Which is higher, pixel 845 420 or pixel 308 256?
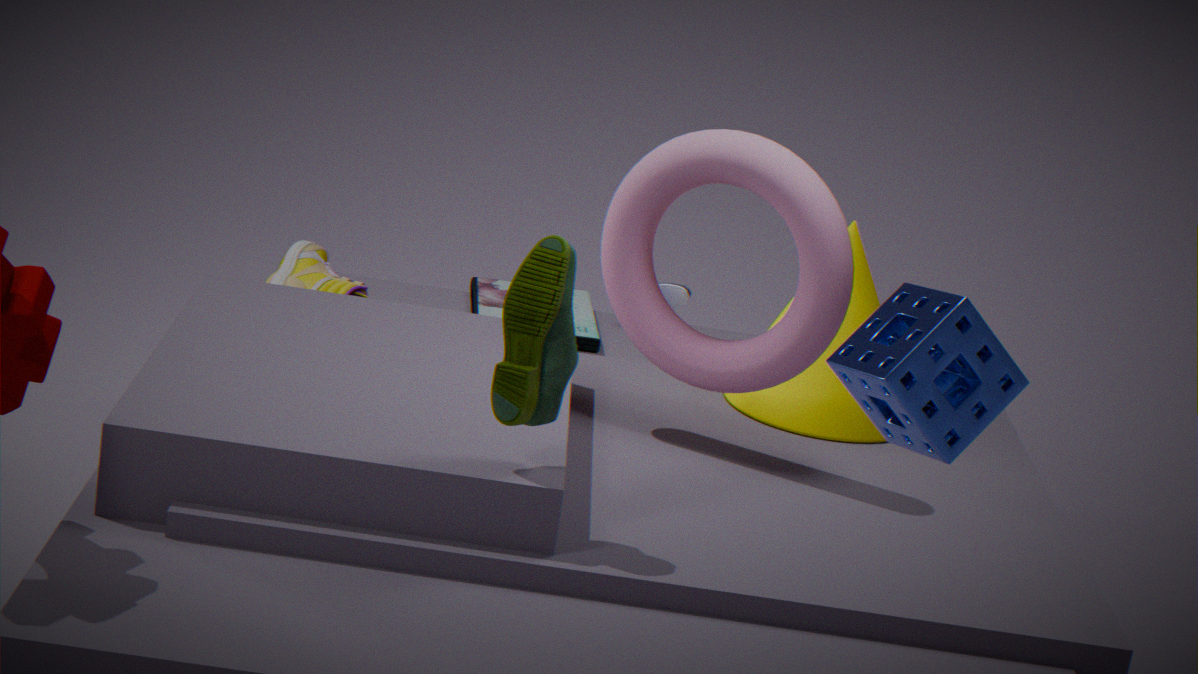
pixel 845 420
